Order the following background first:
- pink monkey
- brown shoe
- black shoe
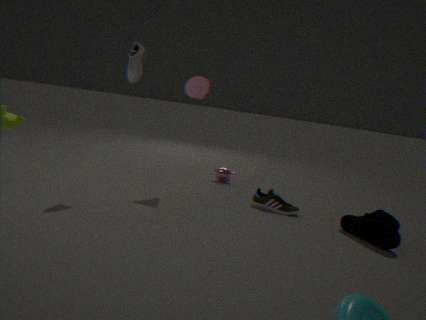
pink monkey < brown shoe < black shoe
